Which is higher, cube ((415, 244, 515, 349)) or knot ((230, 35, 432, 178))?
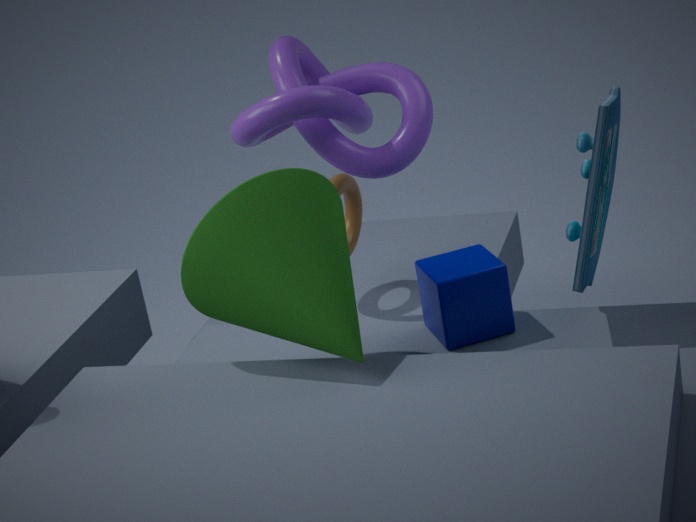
knot ((230, 35, 432, 178))
